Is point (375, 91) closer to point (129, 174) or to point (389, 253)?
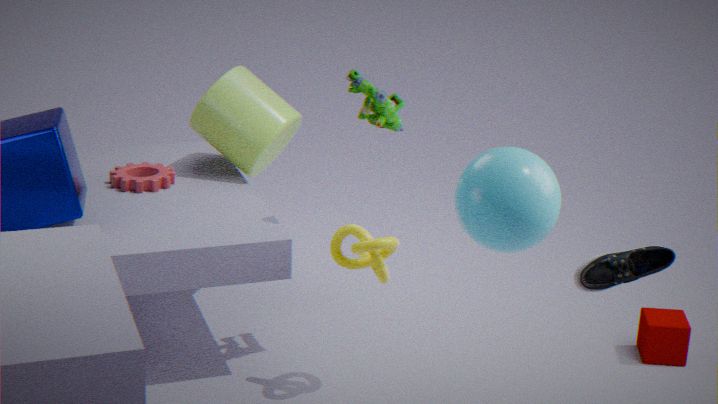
point (389, 253)
